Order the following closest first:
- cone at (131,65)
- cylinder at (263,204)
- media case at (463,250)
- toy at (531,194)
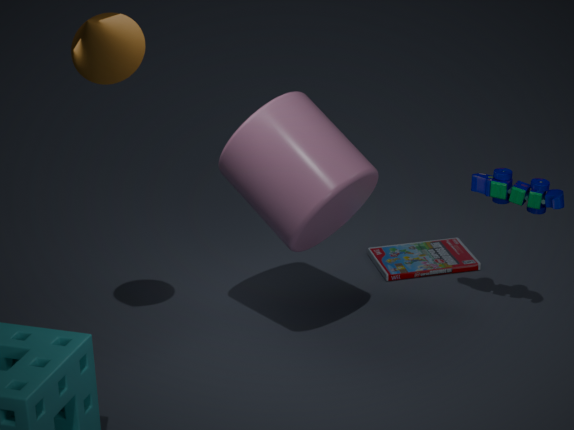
cone at (131,65) < cylinder at (263,204) < toy at (531,194) < media case at (463,250)
